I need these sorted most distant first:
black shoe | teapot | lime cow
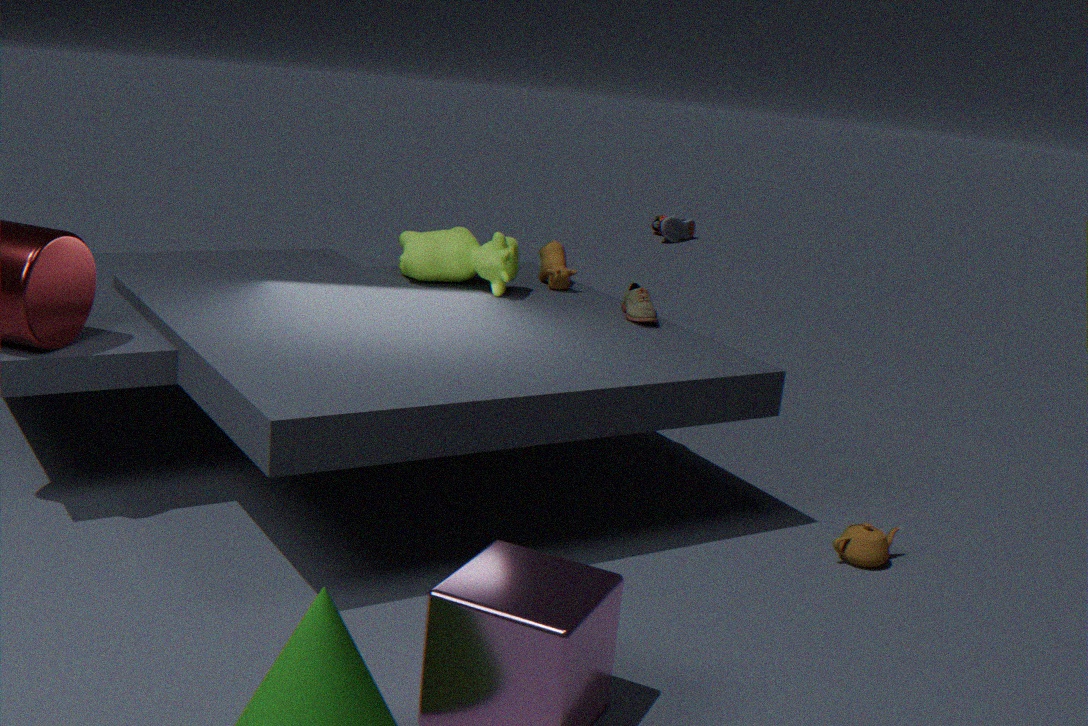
black shoe, lime cow, teapot
